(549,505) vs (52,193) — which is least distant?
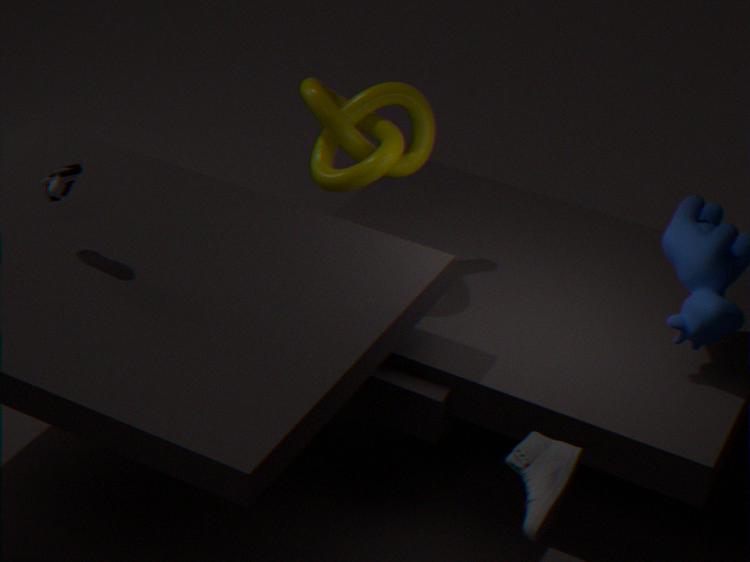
(549,505)
